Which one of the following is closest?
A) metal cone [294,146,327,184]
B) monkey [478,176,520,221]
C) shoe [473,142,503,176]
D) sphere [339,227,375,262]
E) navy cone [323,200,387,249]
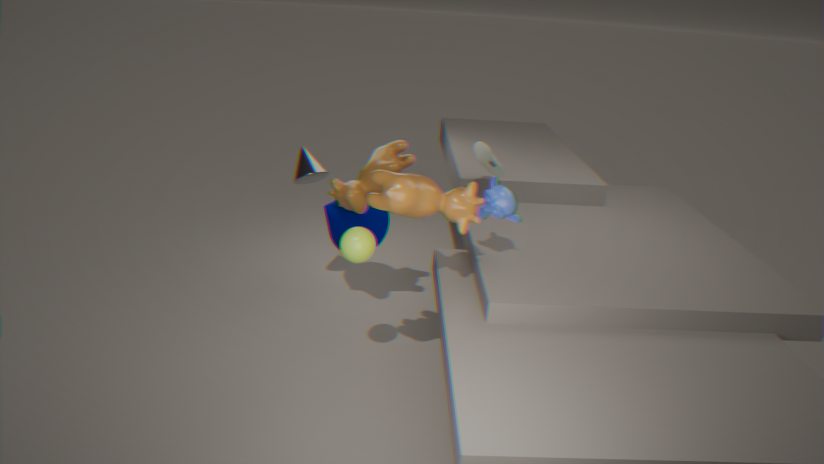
monkey [478,176,520,221]
